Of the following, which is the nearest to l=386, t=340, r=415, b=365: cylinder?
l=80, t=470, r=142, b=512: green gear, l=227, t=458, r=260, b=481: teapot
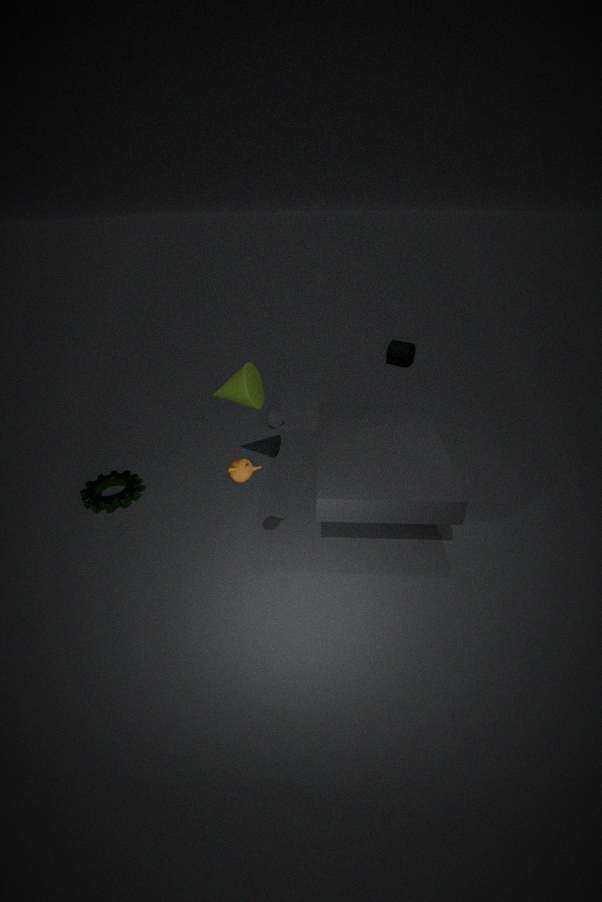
l=80, t=470, r=142, b=512: green gear
